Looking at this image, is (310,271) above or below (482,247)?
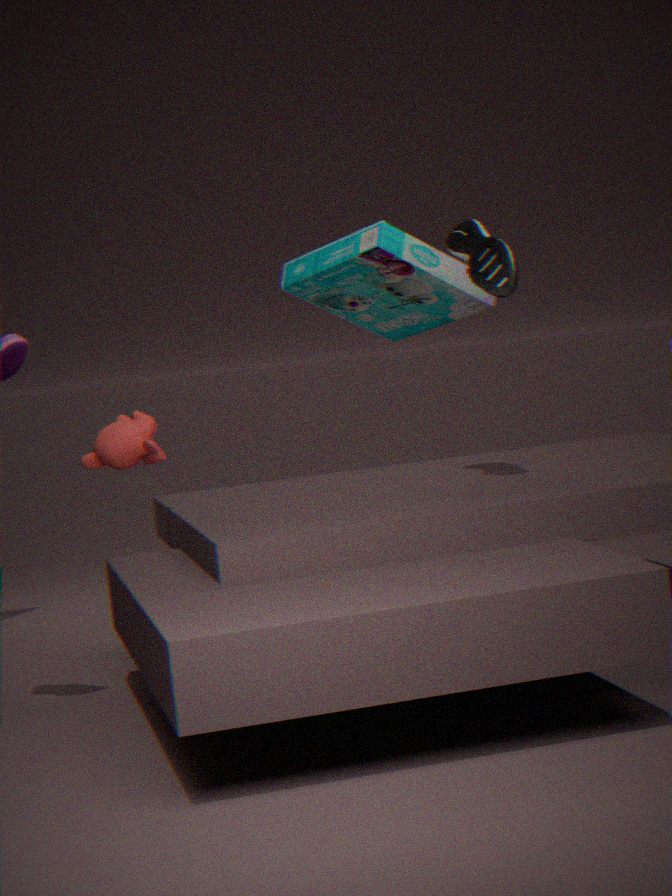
below
